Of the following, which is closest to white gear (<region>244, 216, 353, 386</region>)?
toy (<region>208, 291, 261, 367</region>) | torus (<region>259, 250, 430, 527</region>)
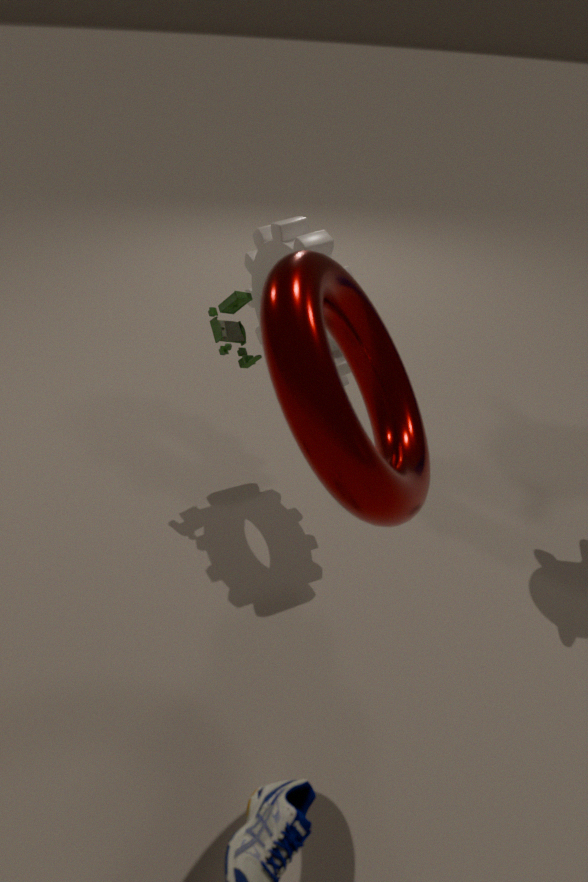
toy (<region>208, 291, 261, 367</region>)
